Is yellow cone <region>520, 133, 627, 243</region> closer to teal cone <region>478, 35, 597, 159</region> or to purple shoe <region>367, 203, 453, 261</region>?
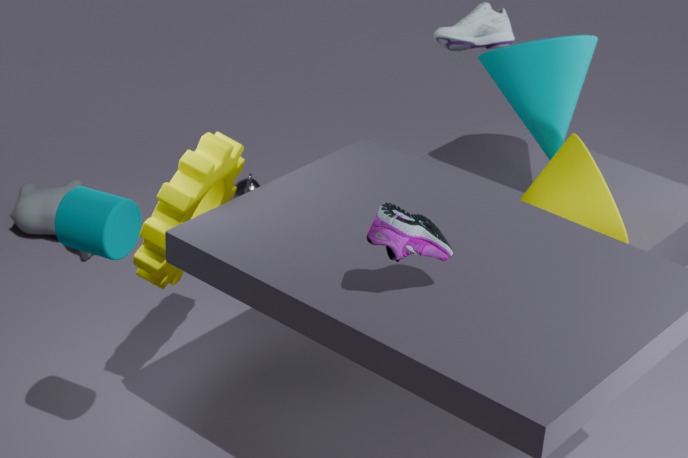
teal cone <region>478, 35, 597, 159</region>
